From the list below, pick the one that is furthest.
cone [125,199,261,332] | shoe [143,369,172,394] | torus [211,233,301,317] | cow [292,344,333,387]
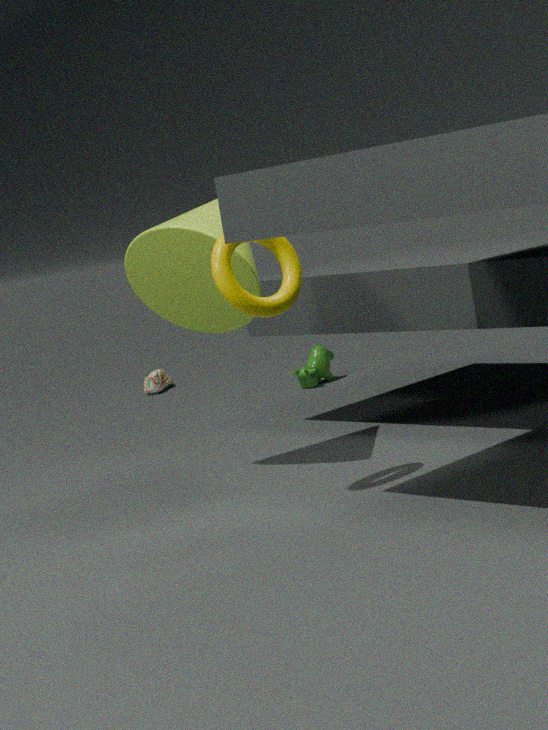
shoe [143,369,172,394]
